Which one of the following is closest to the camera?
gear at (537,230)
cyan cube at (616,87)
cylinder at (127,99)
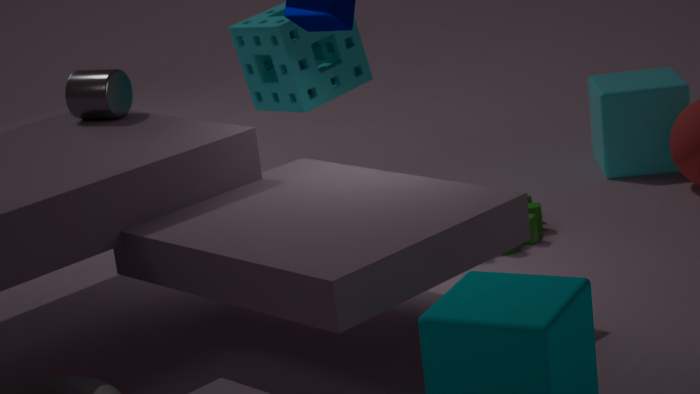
cylinder at (127,99)
